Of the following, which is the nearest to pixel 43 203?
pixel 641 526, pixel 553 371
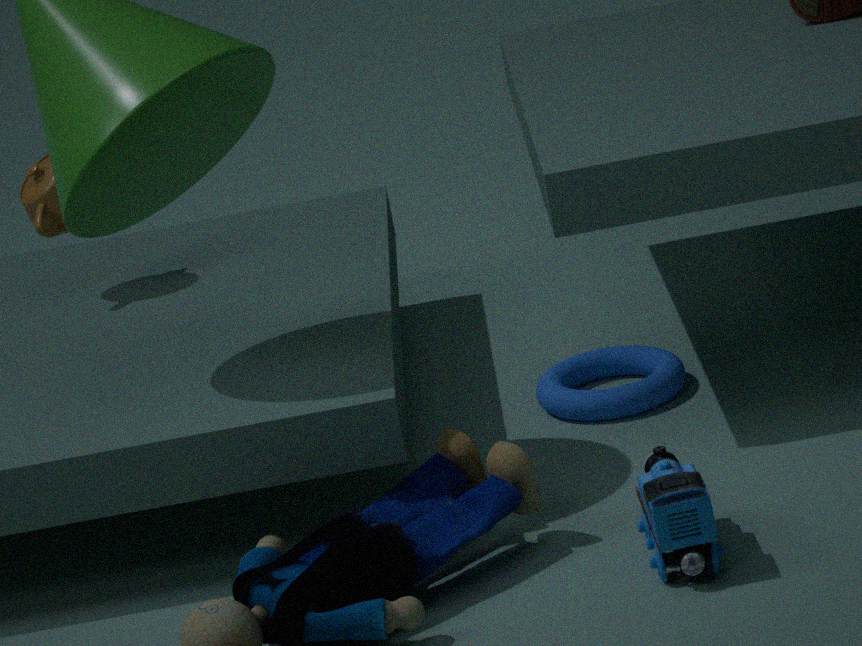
pixel 553 371
